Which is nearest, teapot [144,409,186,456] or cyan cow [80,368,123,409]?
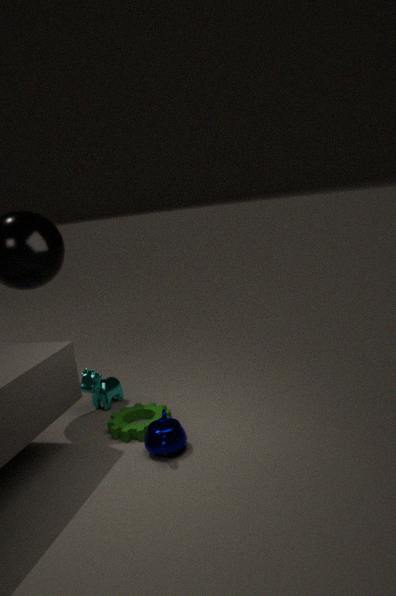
teapot [144,409,186,456]
